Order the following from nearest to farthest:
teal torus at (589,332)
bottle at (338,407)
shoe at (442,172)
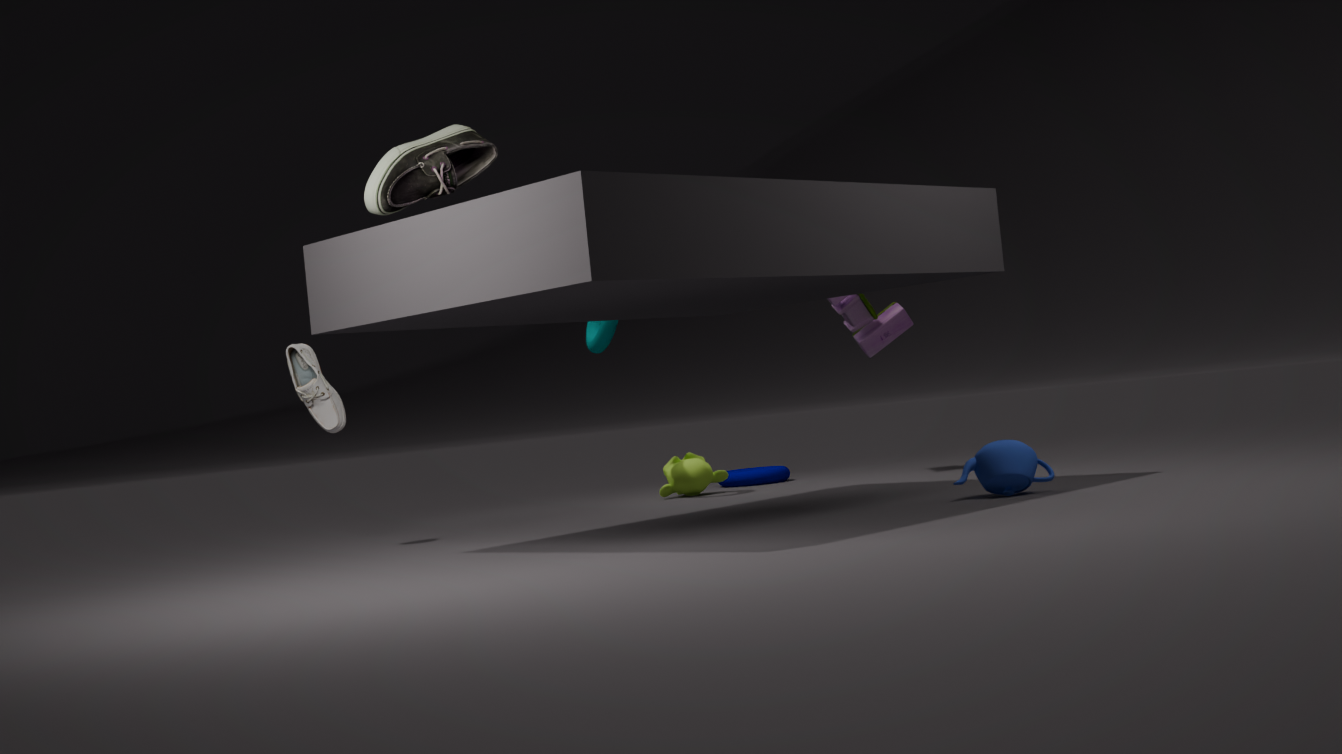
shoe at (442,172) < bottle at (338,407) < teal torus at (589,332)
